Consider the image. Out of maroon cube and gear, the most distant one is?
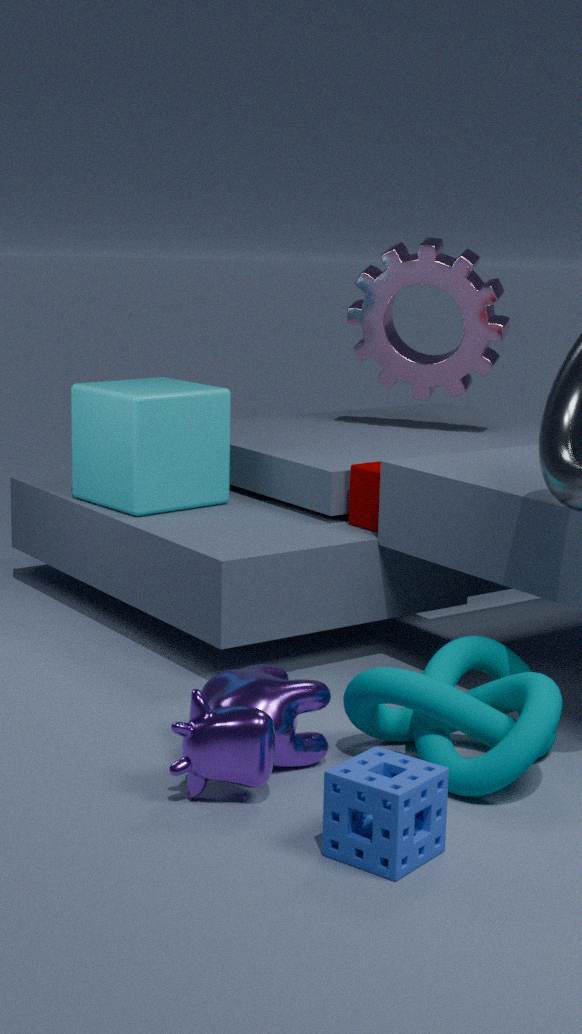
gear
